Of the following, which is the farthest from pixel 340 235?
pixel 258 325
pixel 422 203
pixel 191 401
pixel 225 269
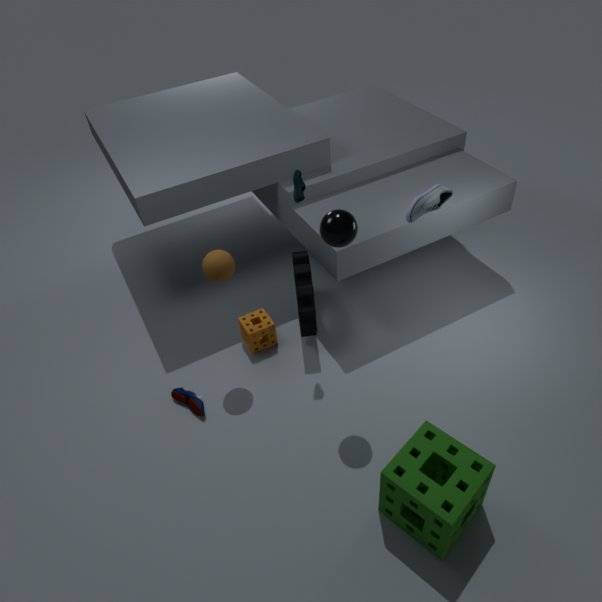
pixel 191 401
